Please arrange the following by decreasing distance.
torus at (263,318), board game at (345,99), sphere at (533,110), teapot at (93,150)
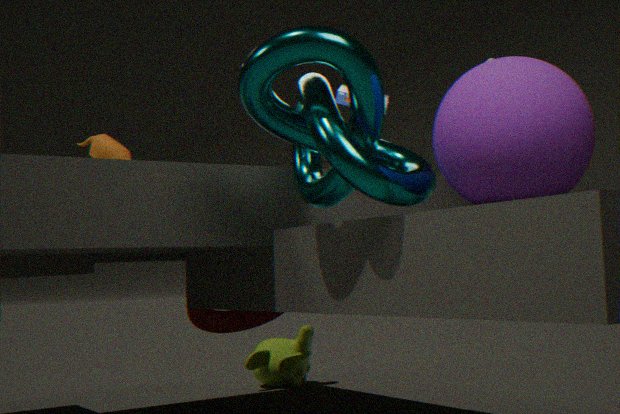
torus at (263,318) → teapot at (93,150) → board game at (345,99) → sphere at (533,110)
